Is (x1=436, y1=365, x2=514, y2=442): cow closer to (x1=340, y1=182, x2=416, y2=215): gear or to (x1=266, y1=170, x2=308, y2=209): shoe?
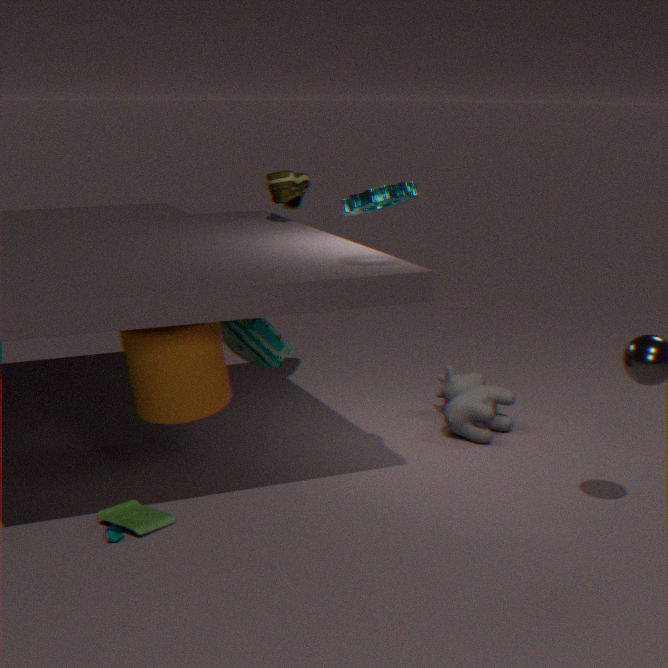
(x1=266, y1=170, x2=308, y2=209): shoe
